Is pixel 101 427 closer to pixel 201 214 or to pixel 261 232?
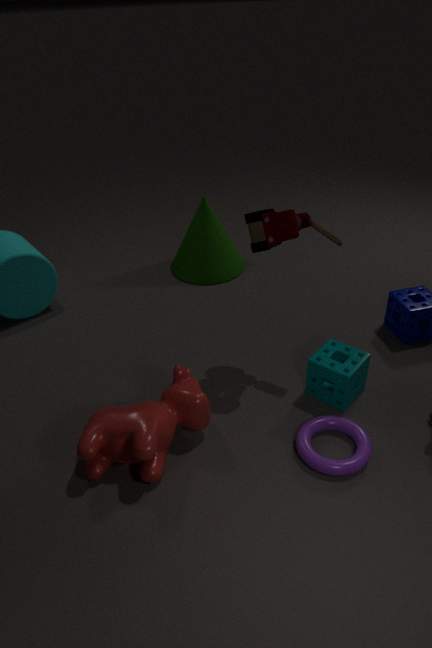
pixel 261 232
